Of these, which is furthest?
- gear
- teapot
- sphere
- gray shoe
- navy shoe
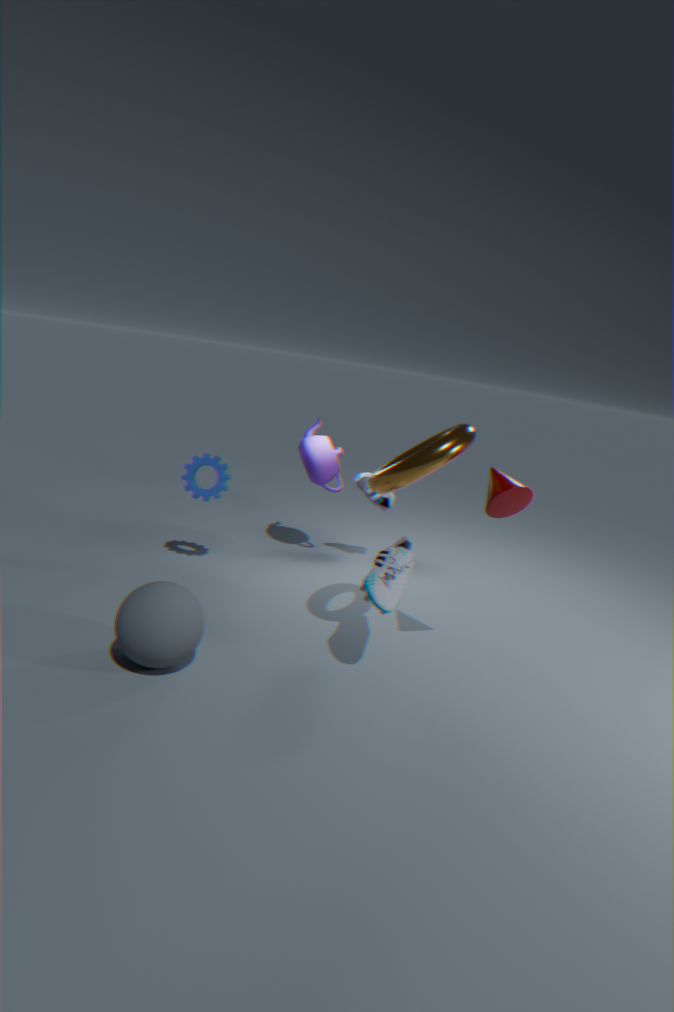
navy shoe
